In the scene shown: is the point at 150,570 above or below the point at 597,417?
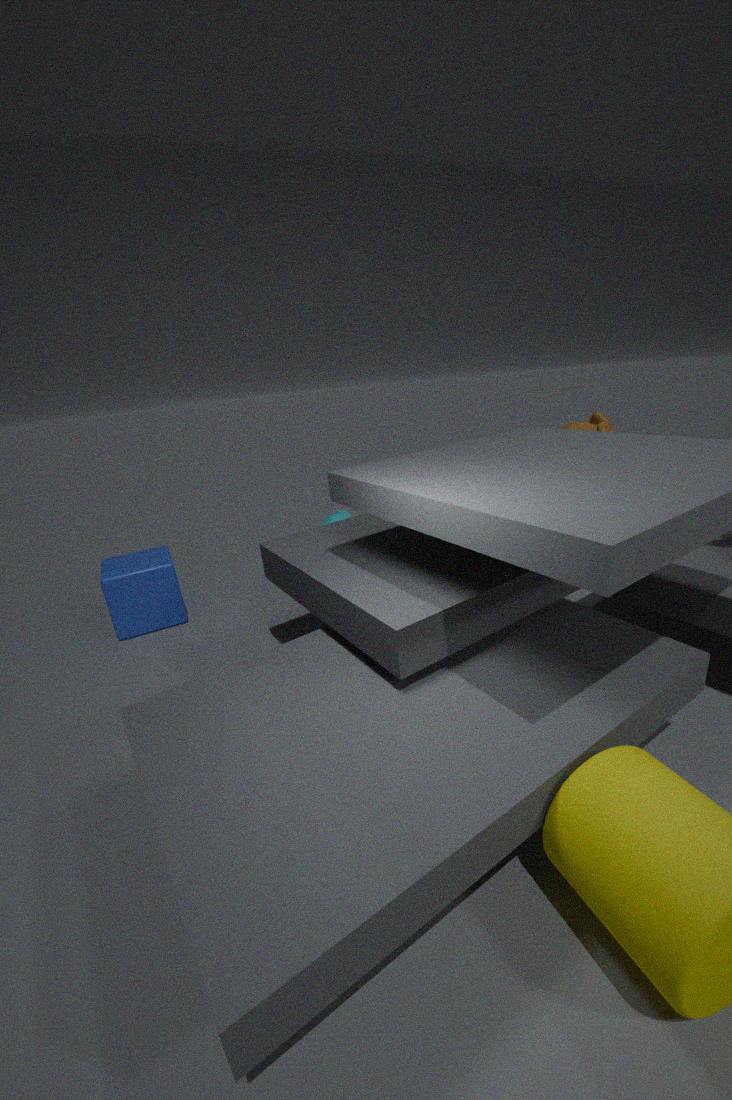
below
